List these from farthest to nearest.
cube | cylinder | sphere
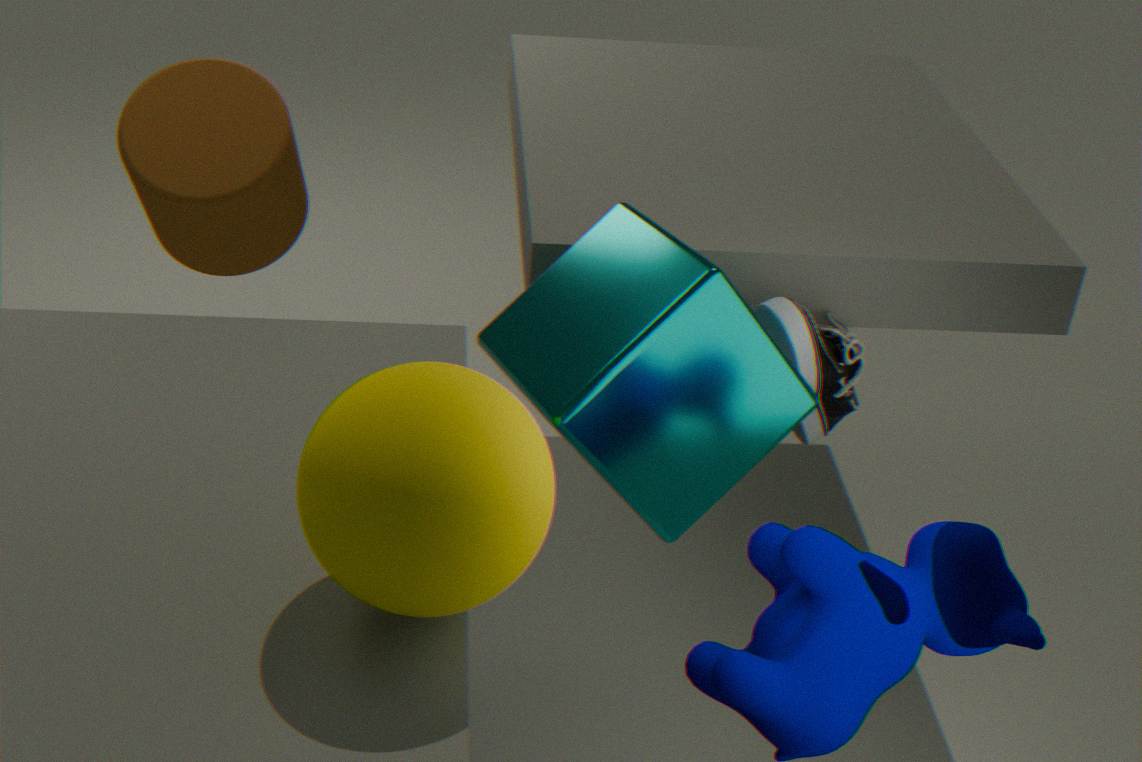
cylinder
cube
sphere
